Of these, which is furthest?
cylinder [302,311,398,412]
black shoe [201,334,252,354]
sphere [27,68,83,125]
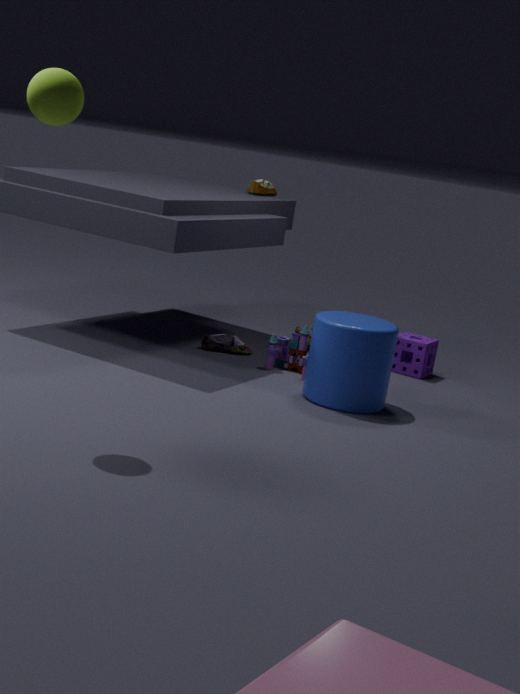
black shoe [201,334,252,354]
